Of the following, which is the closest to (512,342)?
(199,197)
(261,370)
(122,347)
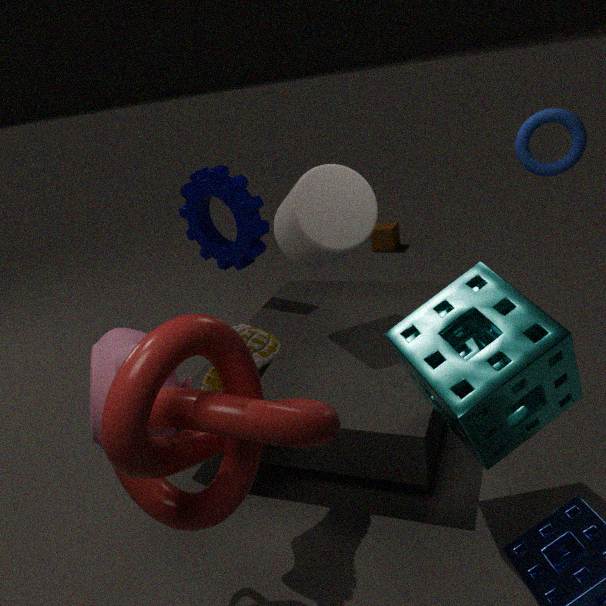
(261,370)
